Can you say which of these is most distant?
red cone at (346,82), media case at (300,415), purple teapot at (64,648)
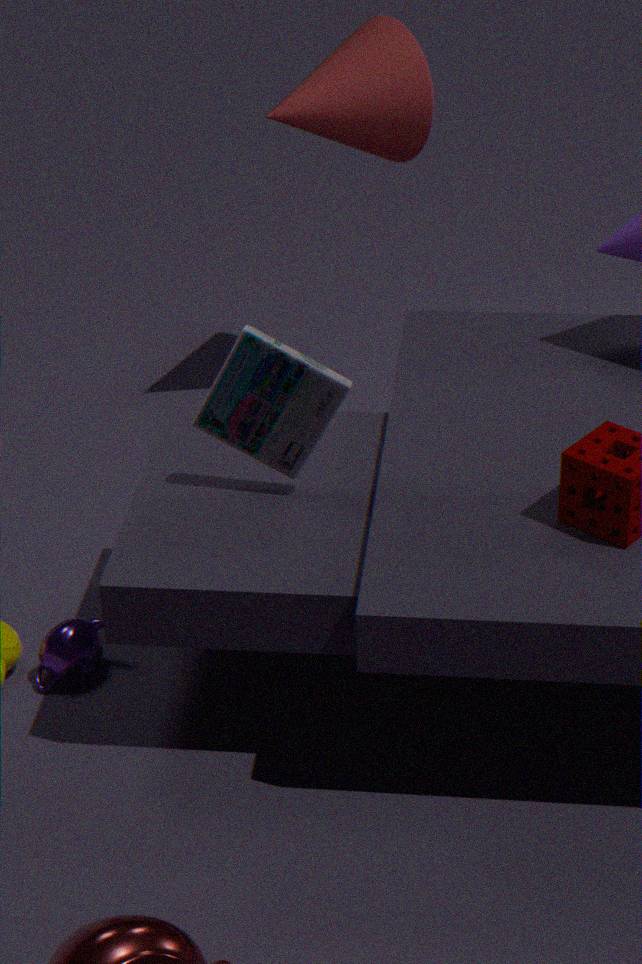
red cone at (346,82)
